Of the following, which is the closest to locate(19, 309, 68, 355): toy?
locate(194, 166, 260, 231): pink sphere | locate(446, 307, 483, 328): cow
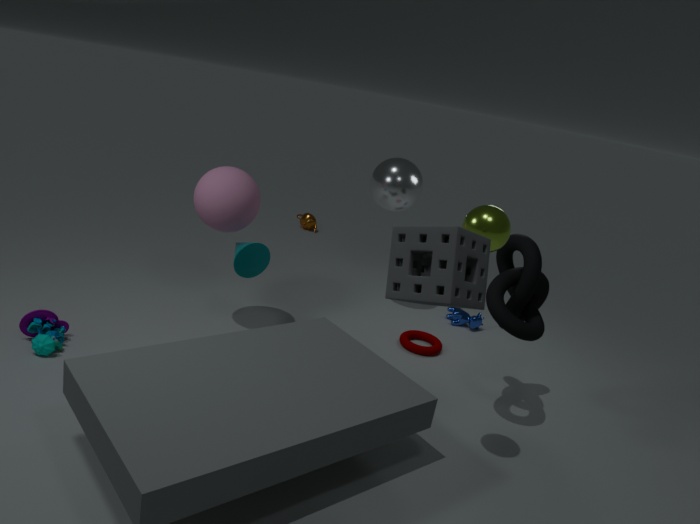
locate(194, 166, 260, 231): pink sphere
